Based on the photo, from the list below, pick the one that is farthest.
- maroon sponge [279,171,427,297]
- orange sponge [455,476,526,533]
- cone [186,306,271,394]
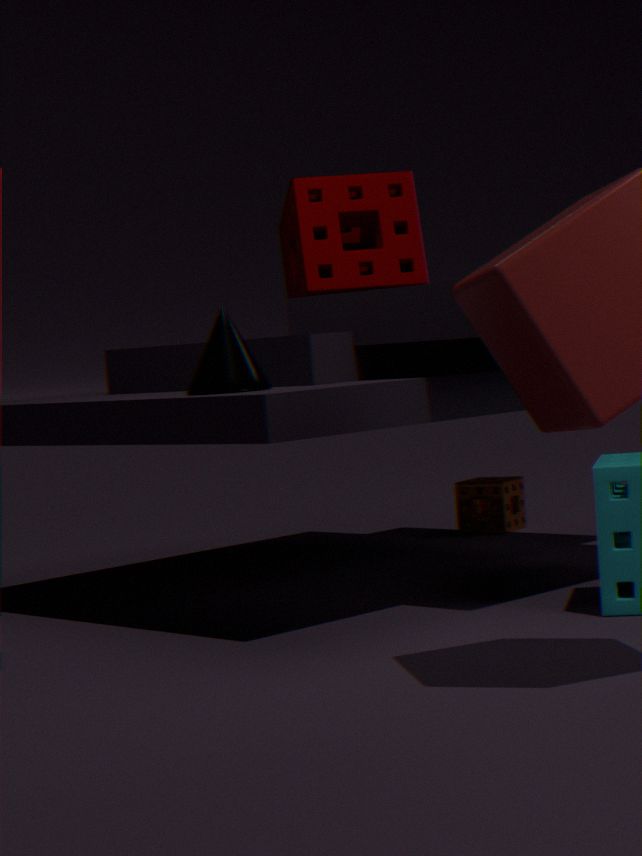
orange sponge [455,476,526,533]
